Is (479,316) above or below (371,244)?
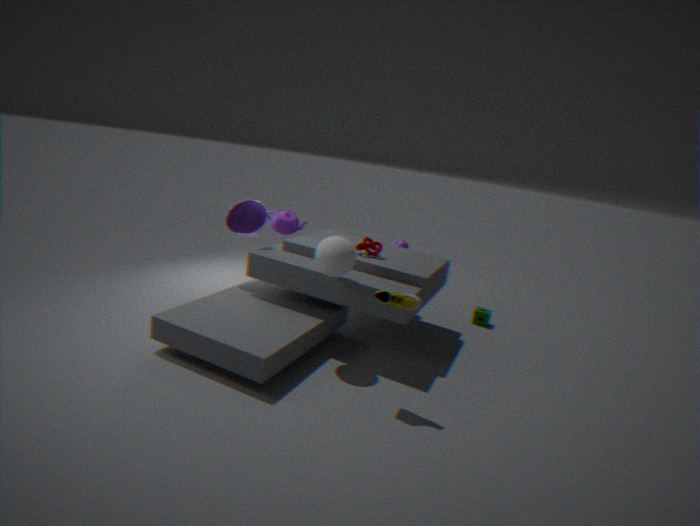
below
